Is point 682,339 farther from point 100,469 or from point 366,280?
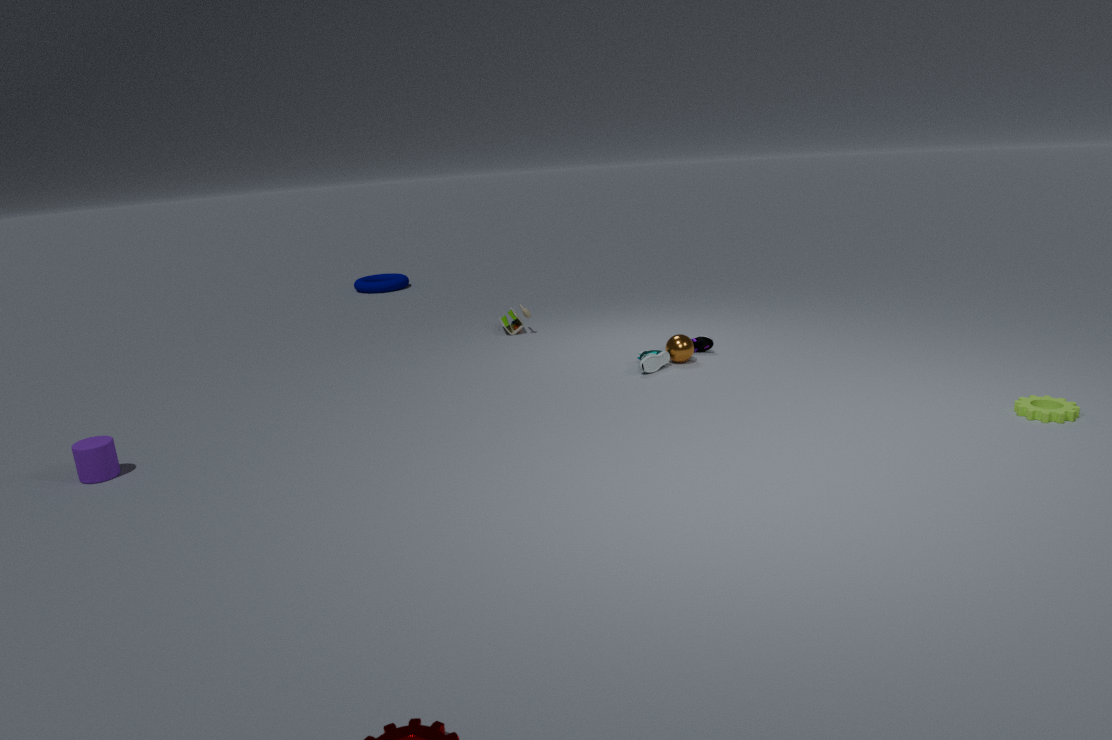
point 366,280
